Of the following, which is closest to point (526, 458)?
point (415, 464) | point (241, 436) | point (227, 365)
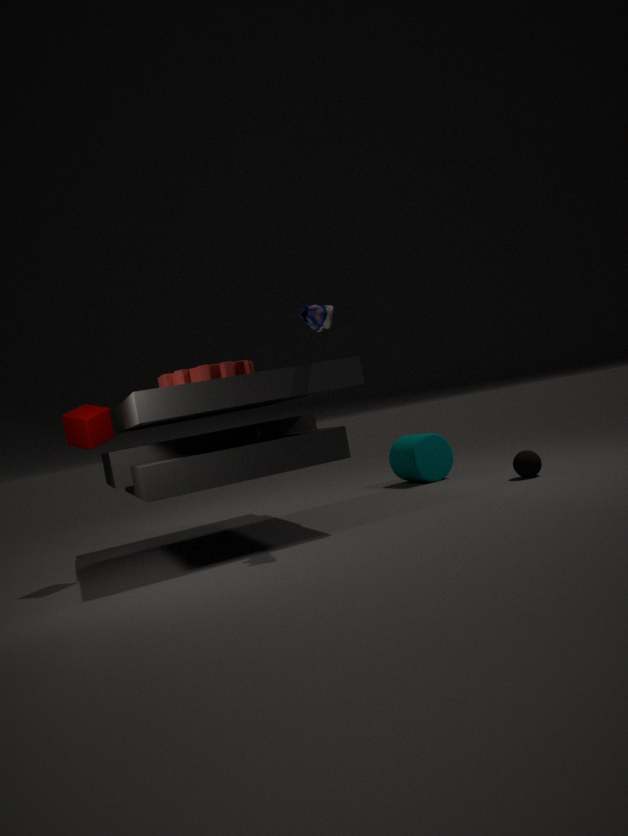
point (415, 464)
